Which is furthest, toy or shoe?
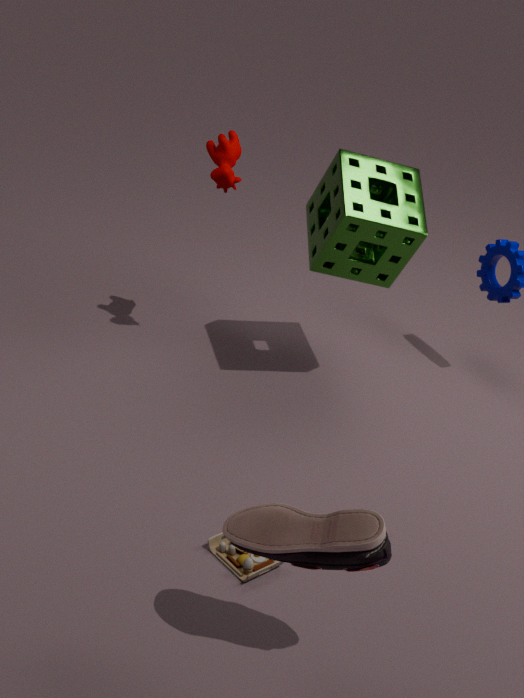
toy
